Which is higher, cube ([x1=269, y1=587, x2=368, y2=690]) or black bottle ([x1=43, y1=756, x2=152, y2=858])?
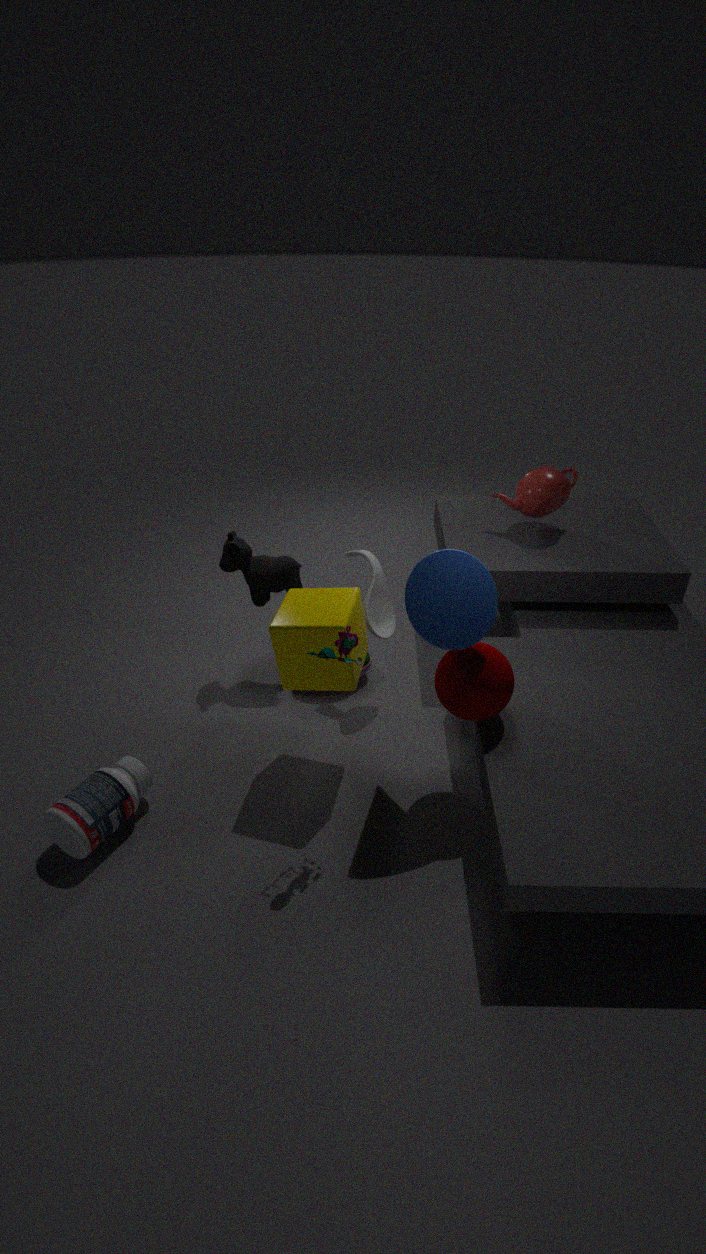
cube ([x1=269, y1=587, x2=368, y2=690])
